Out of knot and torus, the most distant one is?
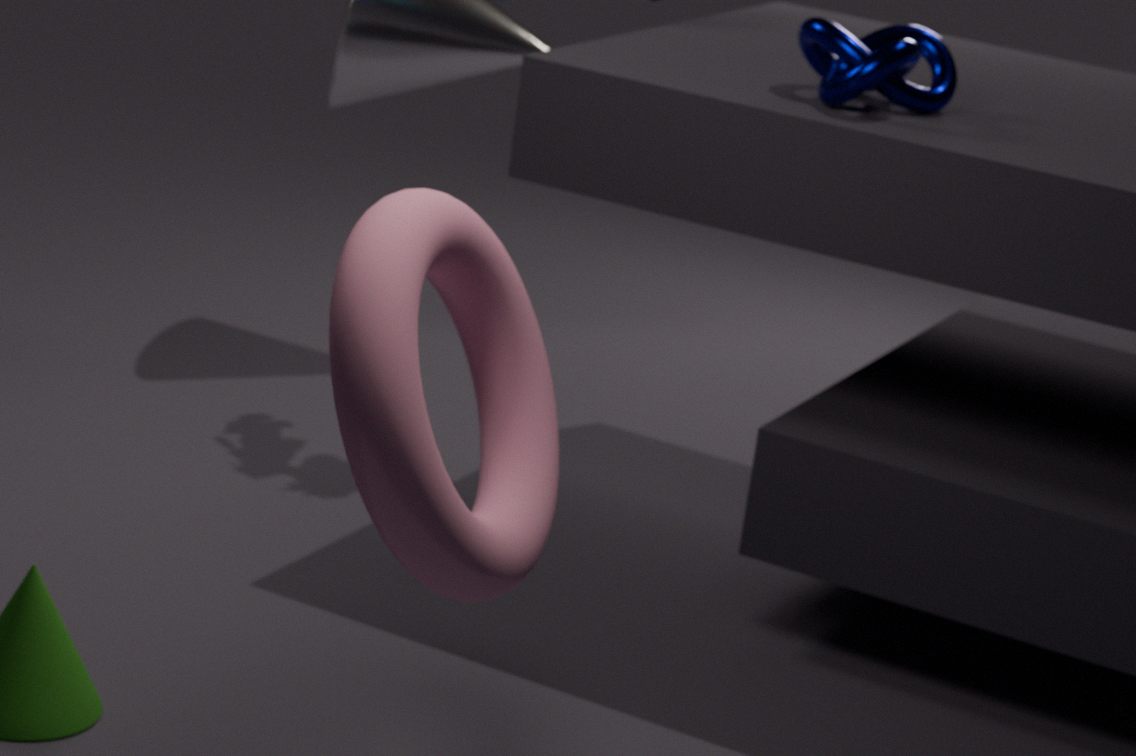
knot
